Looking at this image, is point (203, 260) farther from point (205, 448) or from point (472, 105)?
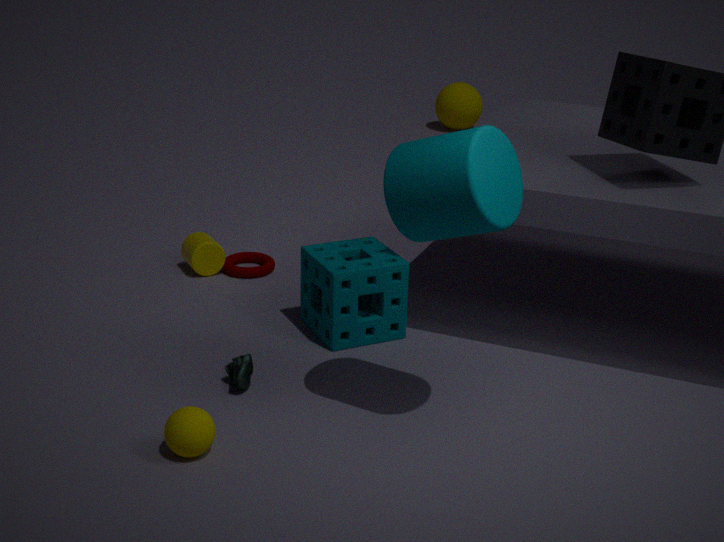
point (472, 105)
